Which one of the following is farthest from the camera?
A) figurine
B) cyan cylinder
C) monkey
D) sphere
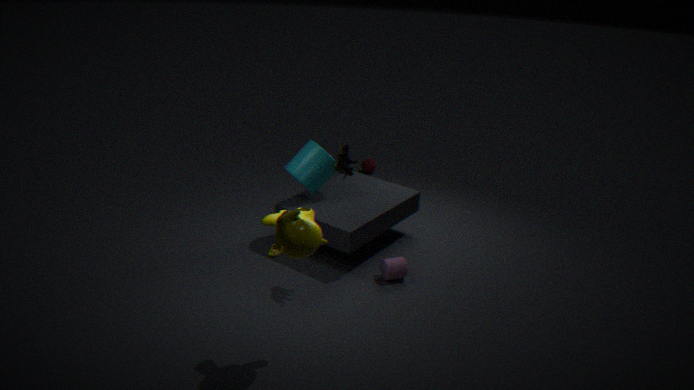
sphere
